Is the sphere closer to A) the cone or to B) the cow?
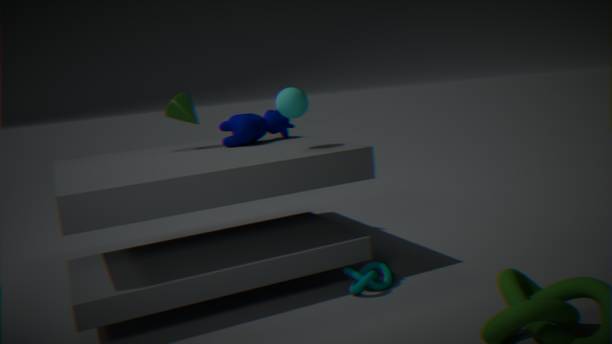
B) the cow
